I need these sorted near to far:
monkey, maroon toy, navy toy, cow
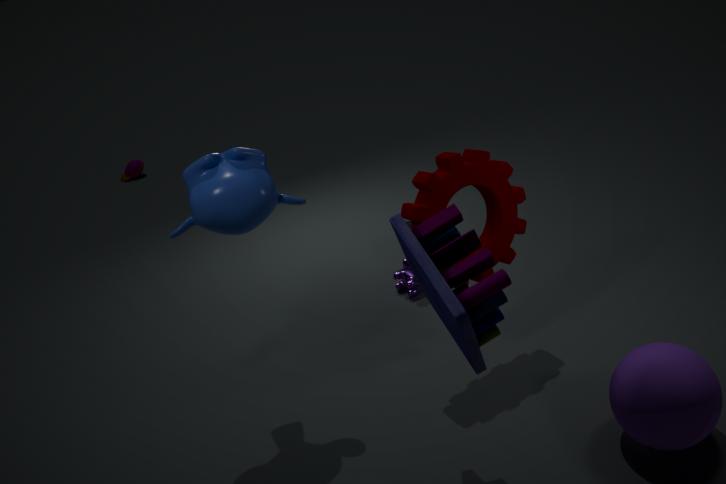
navy toy → monkey → cow → maroon toy
